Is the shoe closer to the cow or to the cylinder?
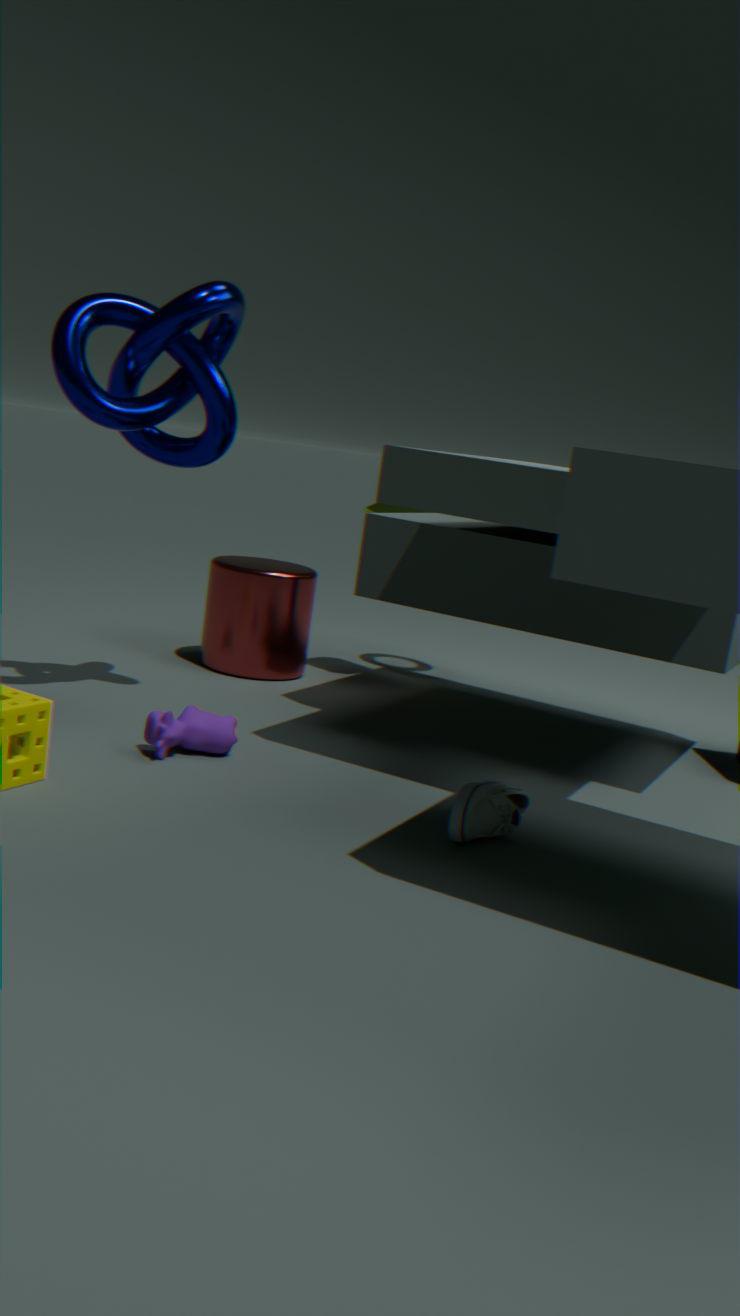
the cow
